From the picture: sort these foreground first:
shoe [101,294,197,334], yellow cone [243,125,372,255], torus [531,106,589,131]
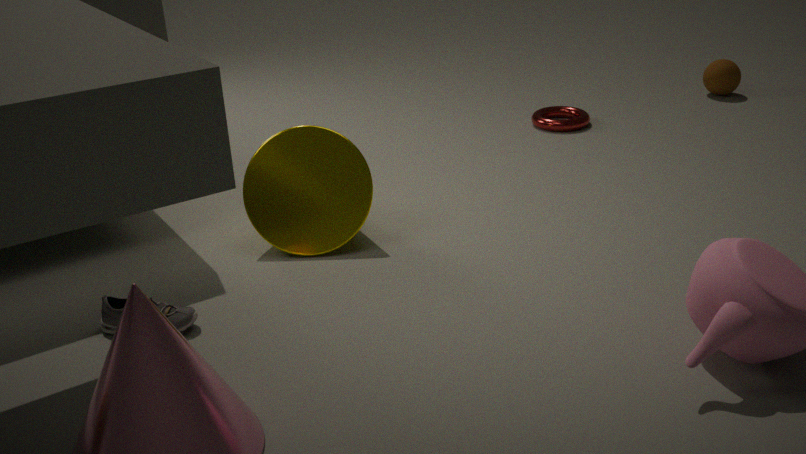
shoe [101,294,197,334] → yellow cone [243,125,372,255] → torus [531,106,589,131]
